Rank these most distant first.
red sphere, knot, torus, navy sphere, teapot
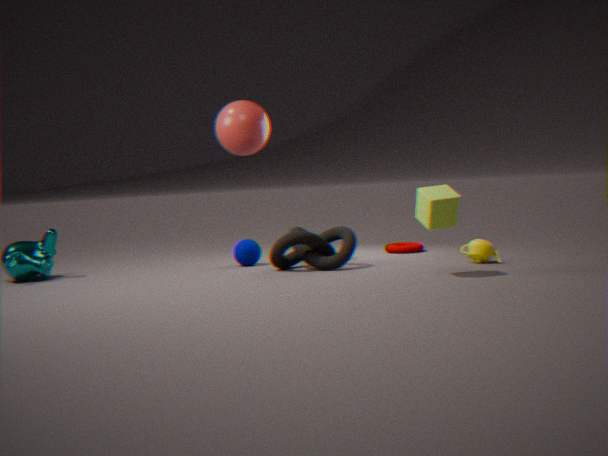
1. torus
2. navy sphere
3. red sphere
4. knot
5. teapot
